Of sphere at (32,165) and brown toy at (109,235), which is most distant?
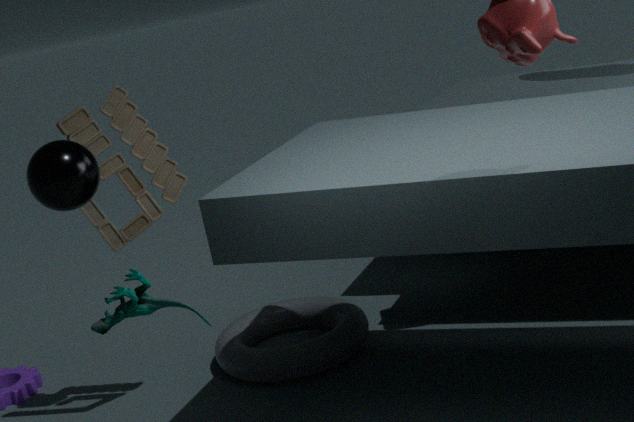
brown toy at (109,235)
